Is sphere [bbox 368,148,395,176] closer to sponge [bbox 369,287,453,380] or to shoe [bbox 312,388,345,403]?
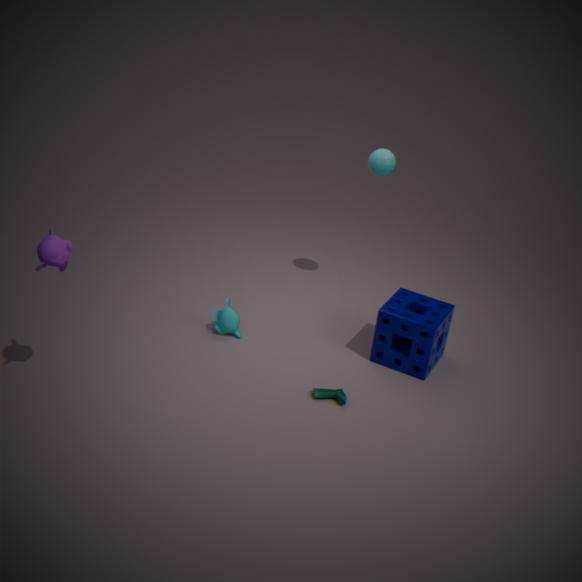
sponge [bbox 369,287,453,380]
